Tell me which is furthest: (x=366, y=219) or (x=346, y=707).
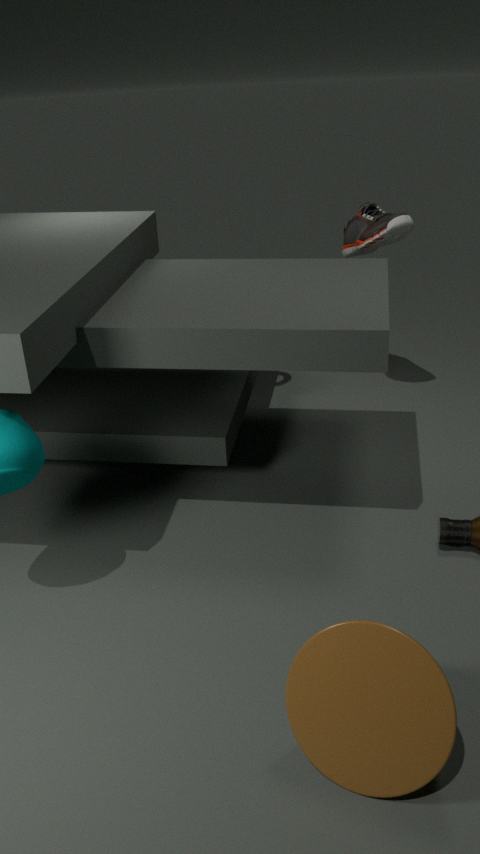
(x=366, y=219)
